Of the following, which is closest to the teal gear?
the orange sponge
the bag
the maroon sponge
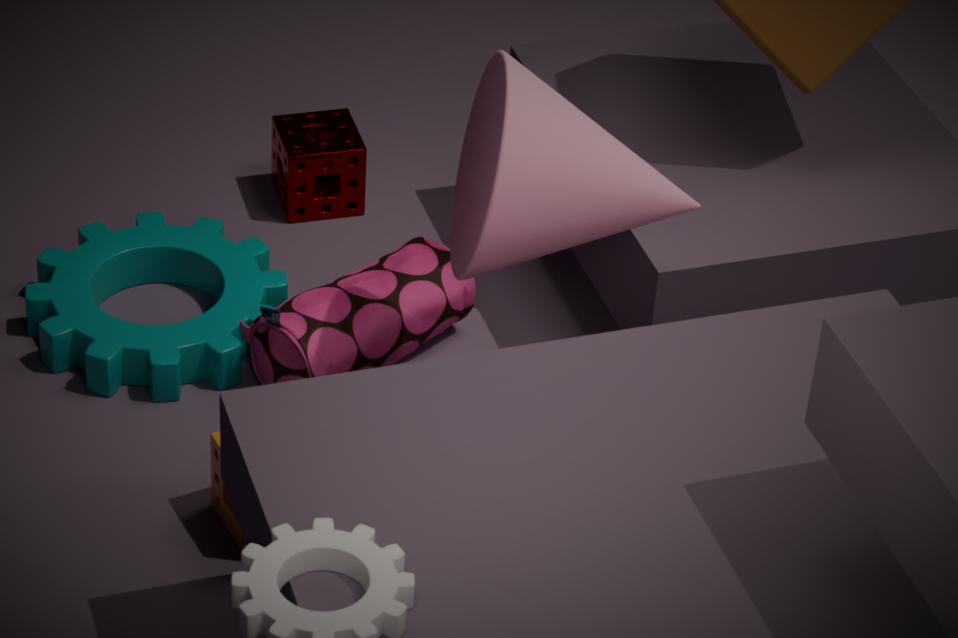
the bag
